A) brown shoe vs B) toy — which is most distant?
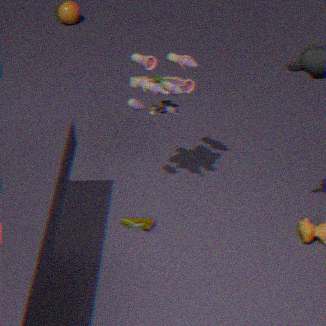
A. brown shoe
